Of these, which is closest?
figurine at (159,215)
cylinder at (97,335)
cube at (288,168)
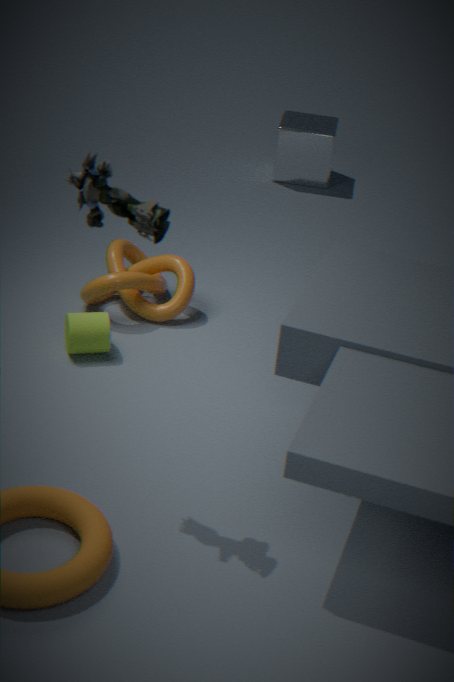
figurine at (159,215)
